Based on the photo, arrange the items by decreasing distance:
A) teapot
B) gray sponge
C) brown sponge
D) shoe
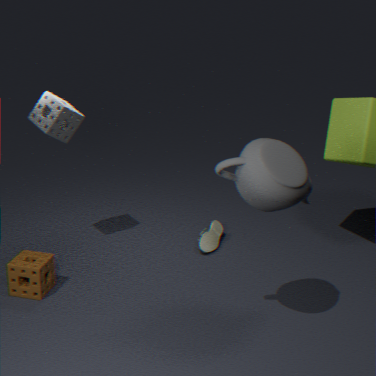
1. shoe
2. gray sponge
3. brown sponge
4. teapot
